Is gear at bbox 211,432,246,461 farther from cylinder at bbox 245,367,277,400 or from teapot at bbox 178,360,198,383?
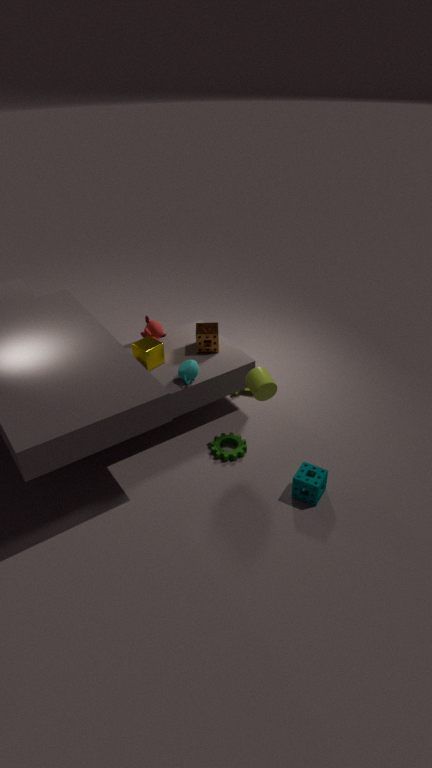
teapot at bbox 178,360,198,383
